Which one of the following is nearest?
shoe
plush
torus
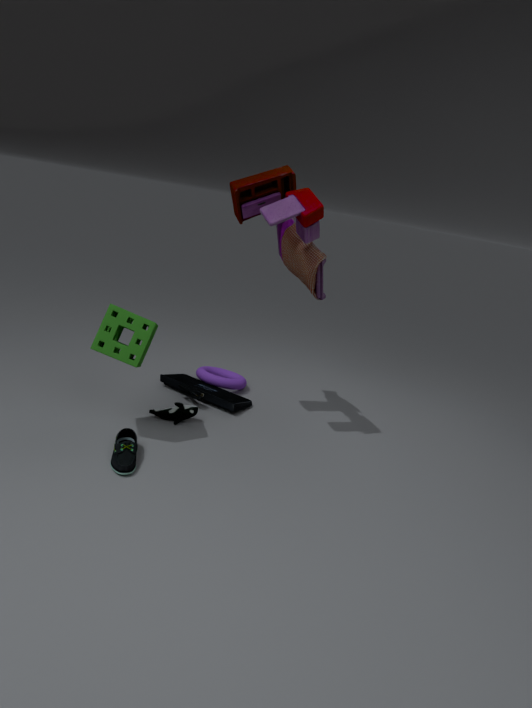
shoe
